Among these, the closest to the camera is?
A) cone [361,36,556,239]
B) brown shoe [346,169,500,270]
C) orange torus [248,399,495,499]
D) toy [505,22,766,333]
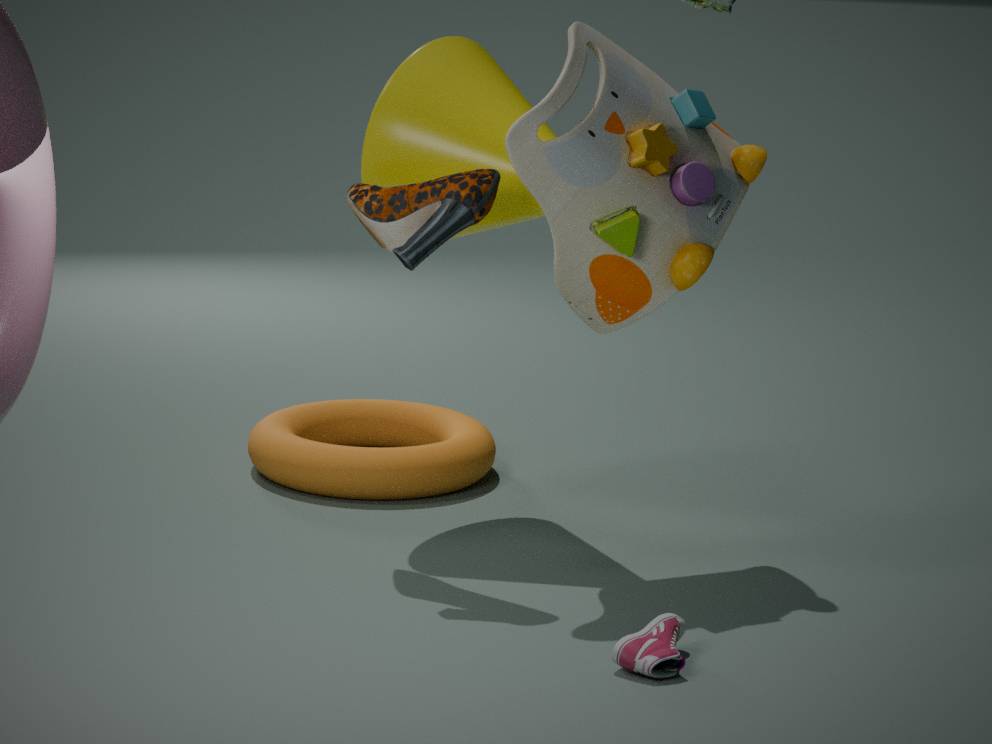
brown shoe [346,169,500,270]
